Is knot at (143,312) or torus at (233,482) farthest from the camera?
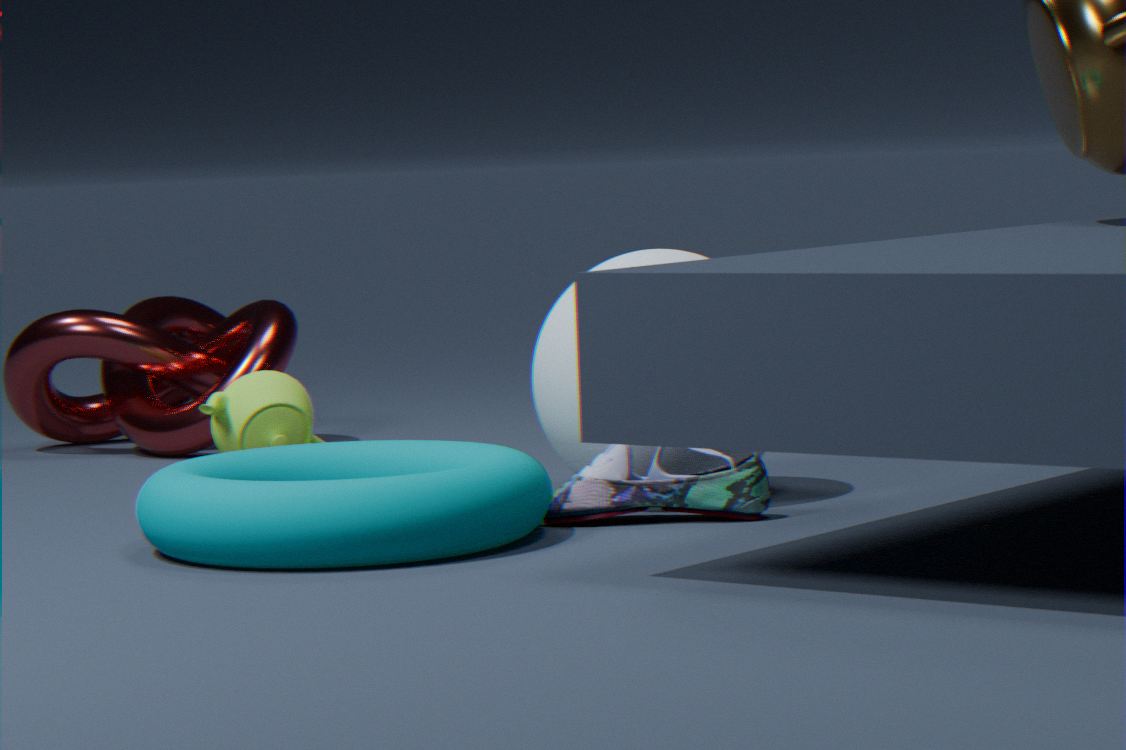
knot at (143,312)
